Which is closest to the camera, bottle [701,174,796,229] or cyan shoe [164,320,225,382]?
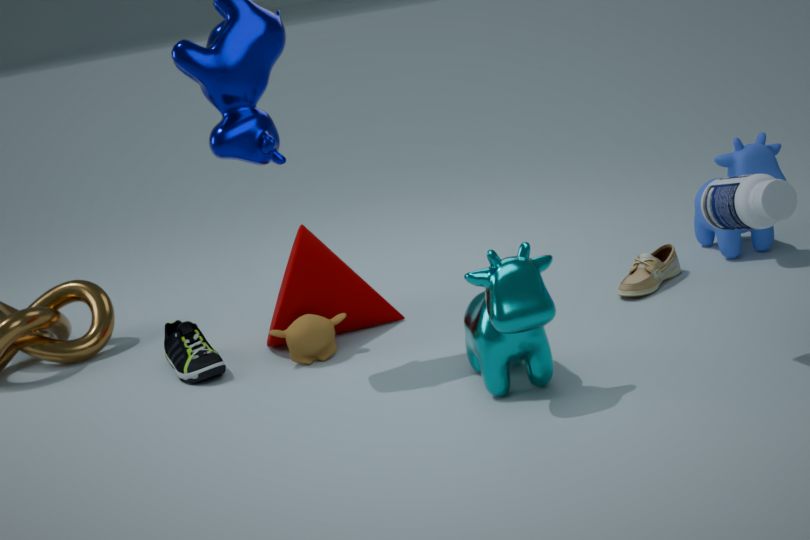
bottle [701,174,796,229]
